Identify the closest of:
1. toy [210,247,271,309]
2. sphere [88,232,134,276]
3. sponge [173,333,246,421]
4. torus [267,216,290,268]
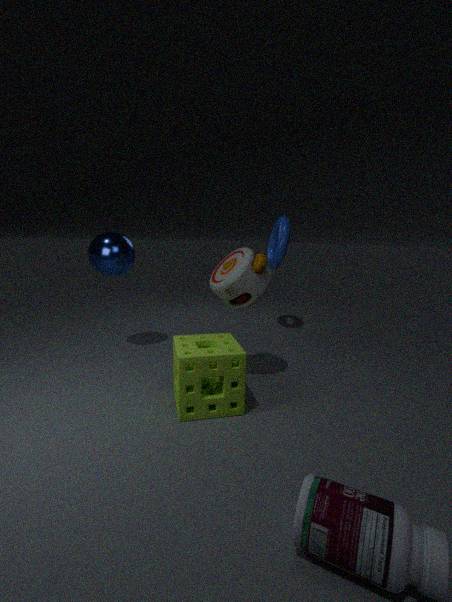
sponge [173,333,246,421]
